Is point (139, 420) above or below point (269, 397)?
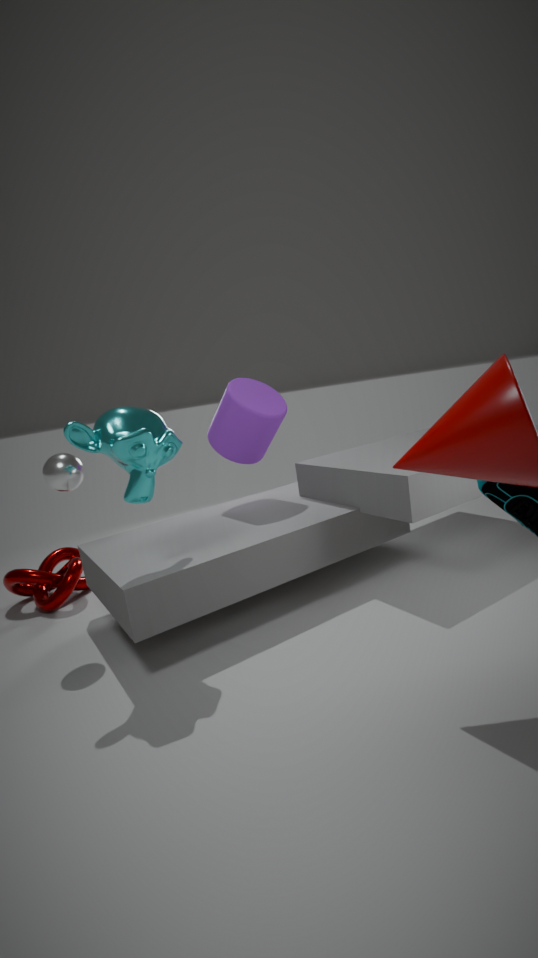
above
